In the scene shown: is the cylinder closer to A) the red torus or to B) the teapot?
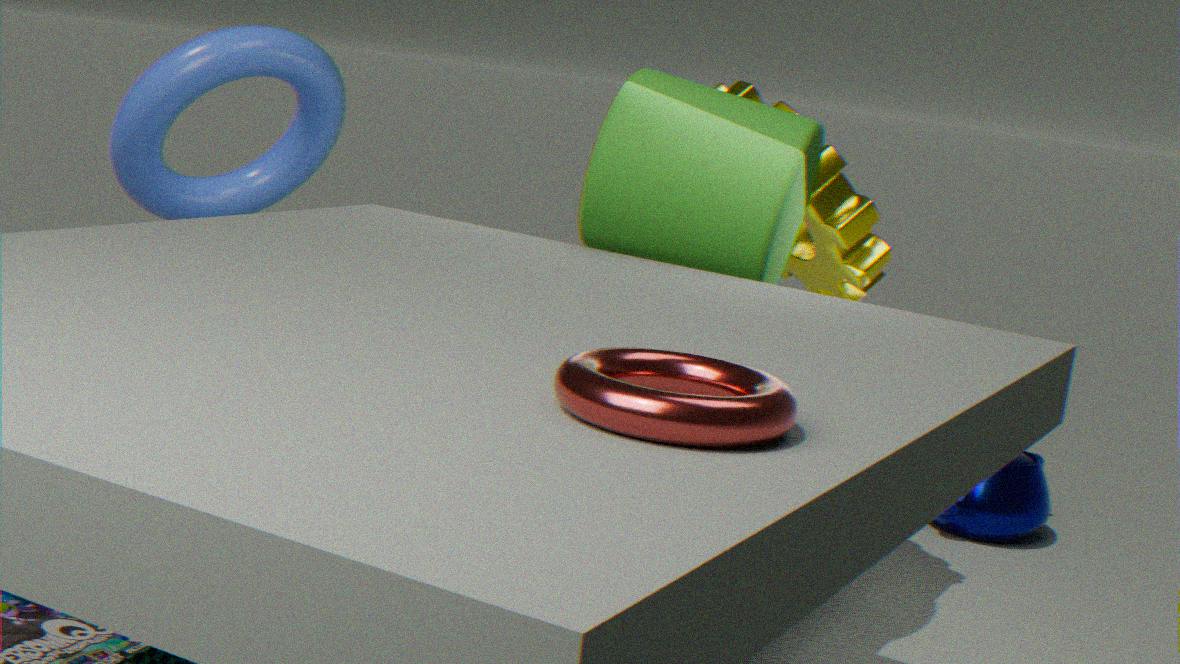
A) the red torus
